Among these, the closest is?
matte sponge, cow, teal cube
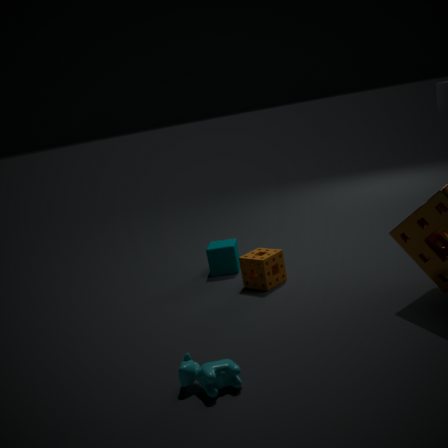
cow
